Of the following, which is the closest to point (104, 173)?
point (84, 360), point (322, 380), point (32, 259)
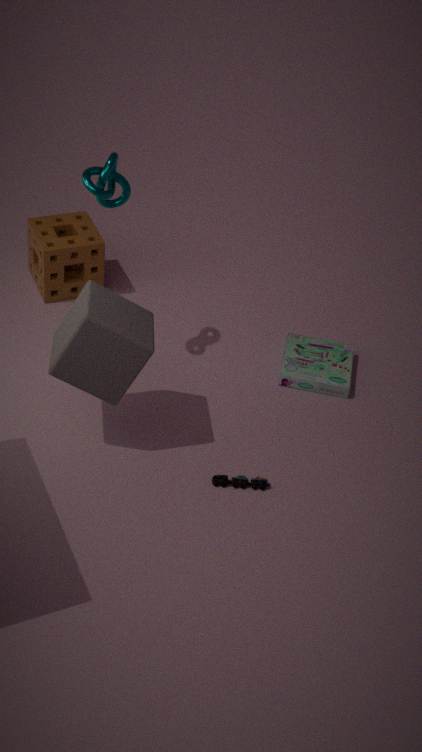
point (84, 360)
